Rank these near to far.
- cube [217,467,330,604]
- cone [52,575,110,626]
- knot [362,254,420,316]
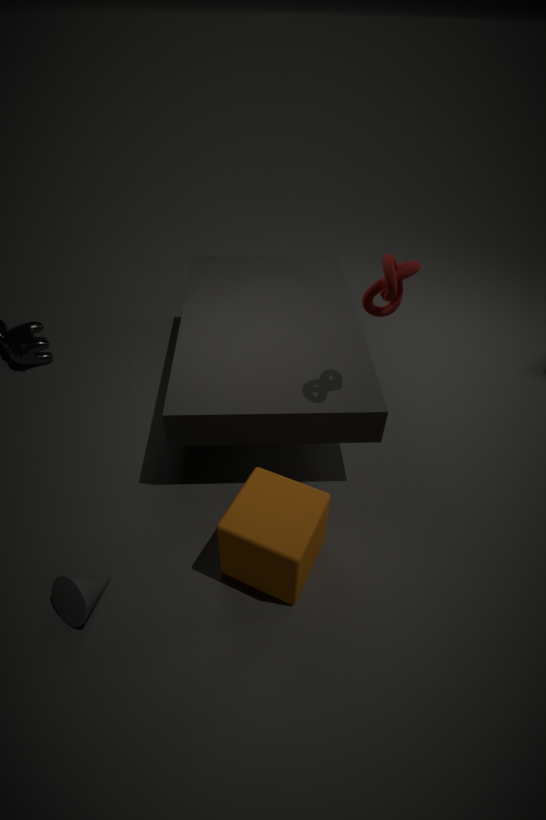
knot [362,254,420,316] → cube [217,467,330,604] → cone [52,575,110,626]
